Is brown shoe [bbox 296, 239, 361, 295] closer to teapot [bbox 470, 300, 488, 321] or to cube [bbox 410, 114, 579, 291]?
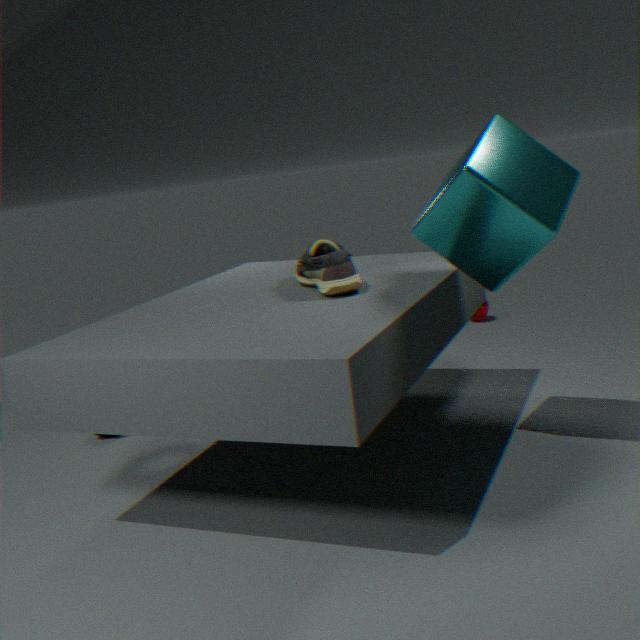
cube [bbox 410, 114, 579, 291]
